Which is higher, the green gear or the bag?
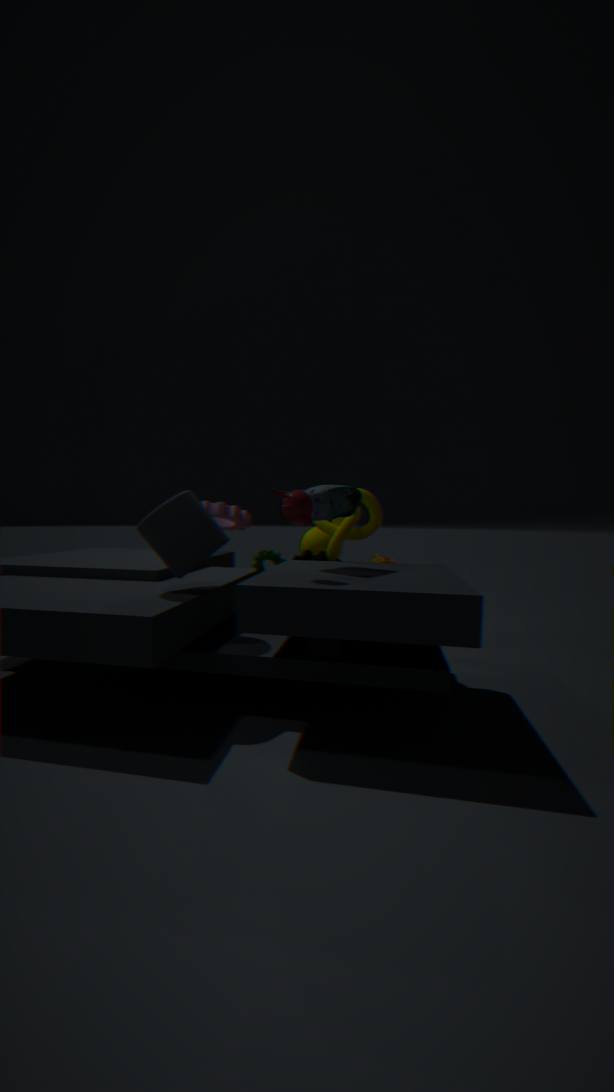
the bag
